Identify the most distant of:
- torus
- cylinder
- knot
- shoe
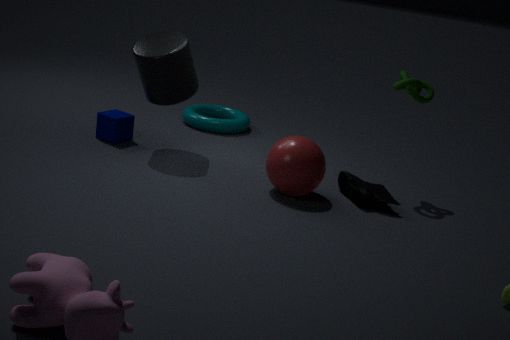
torus
